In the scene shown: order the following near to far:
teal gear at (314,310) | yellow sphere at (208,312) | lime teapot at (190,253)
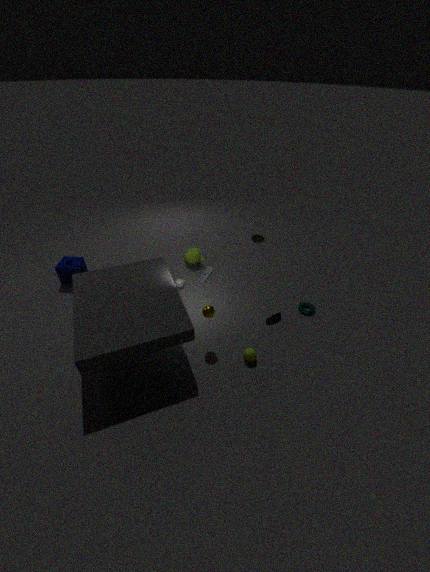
yellow sphere at (208,312) → teal gear at (314,310) → lime teapot at (190,253)
